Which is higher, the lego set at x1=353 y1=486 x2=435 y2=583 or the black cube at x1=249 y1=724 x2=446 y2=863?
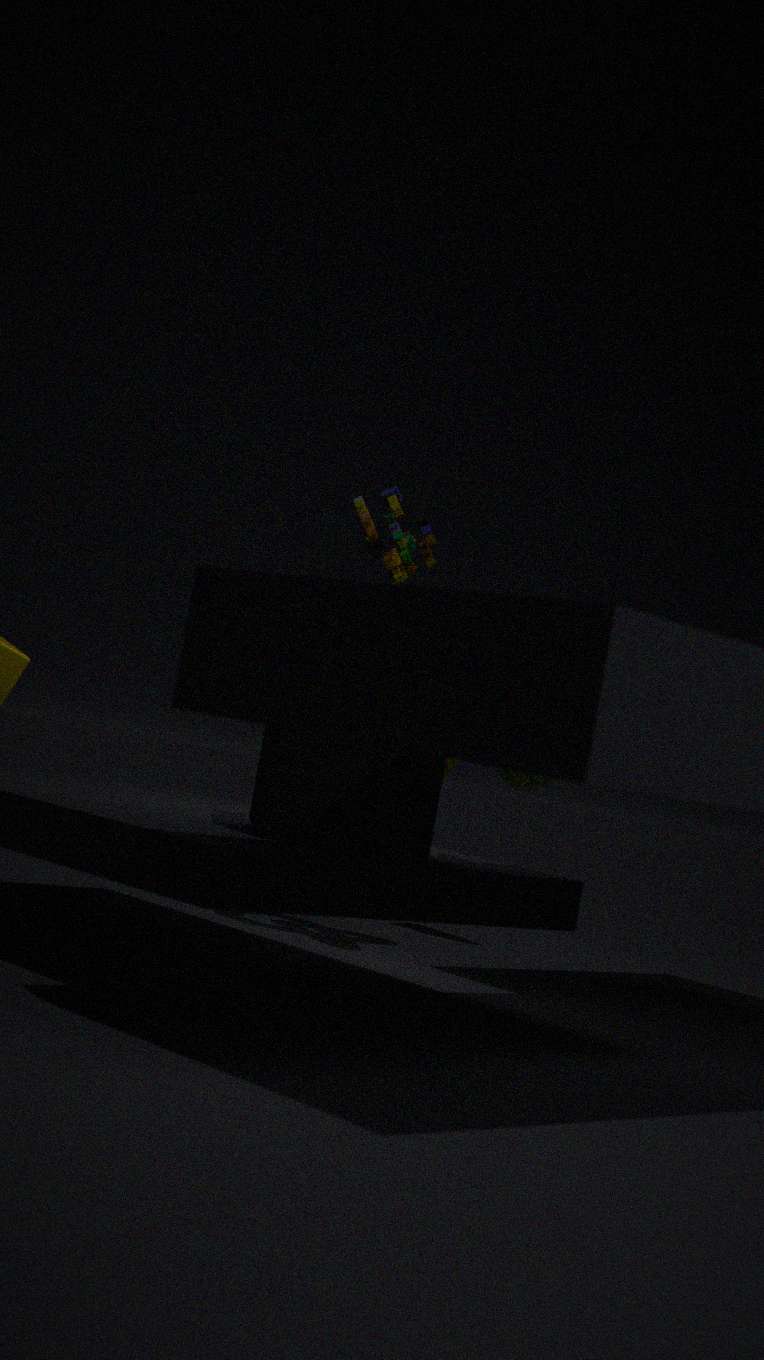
the lego set at x1=353 y1=486 x2=435 y2=583
